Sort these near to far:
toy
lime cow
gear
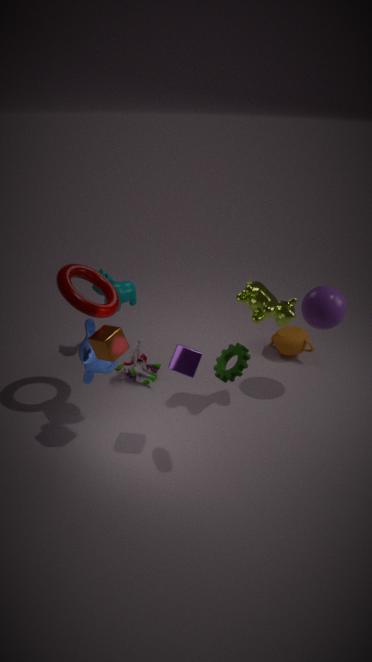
1. gear
2. lime cow
3. toy
